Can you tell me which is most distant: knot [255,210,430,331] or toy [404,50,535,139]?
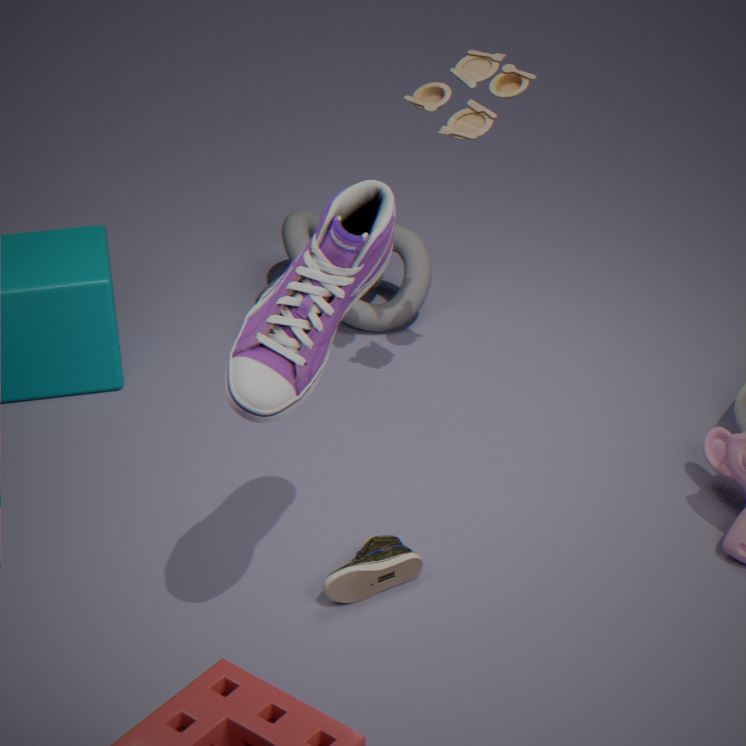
knot [255,210,430,331]
